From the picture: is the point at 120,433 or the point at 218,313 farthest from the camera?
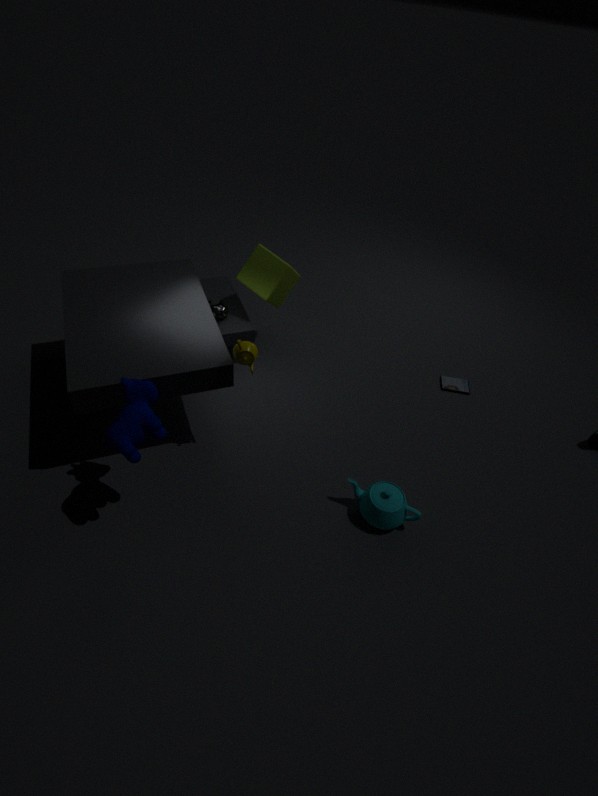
the point at 218,313
